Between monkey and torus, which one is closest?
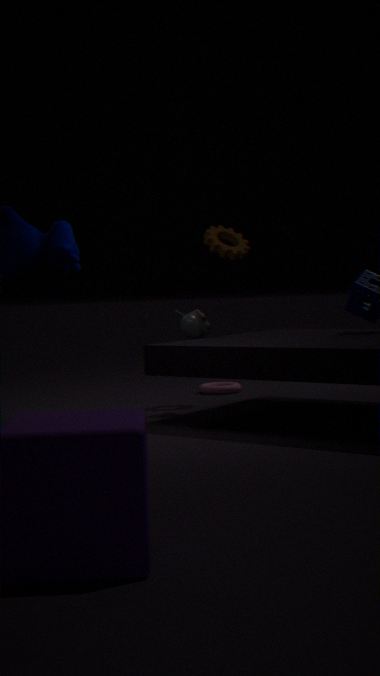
monkey
